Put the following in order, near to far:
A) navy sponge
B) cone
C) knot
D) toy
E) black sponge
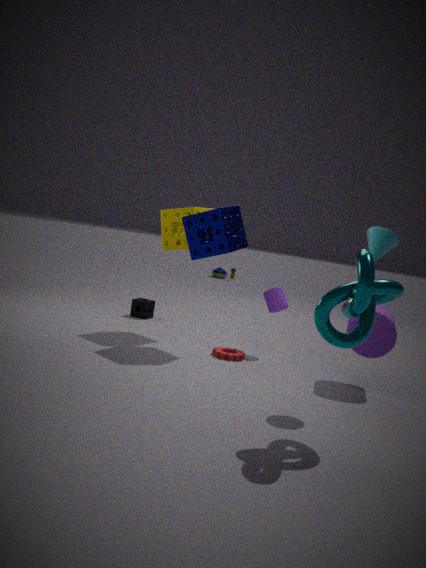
1. C. knot
2. B. cone
3. A. navy sponge
4. E. black sponge
5. D. toy
